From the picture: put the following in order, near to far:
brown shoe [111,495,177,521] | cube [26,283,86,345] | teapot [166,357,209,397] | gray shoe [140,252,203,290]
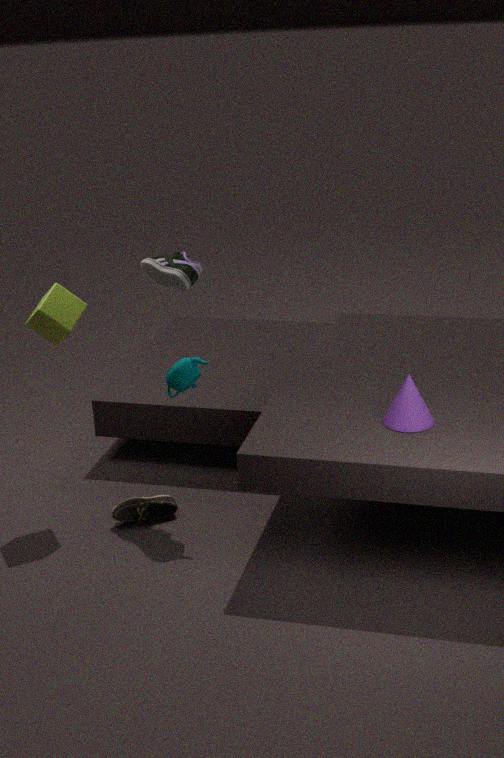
teapot [166,357,209,397], cube [26,283,86,345], gray shoe [140,252,203,290], brown shoe [111,495,177,521]
